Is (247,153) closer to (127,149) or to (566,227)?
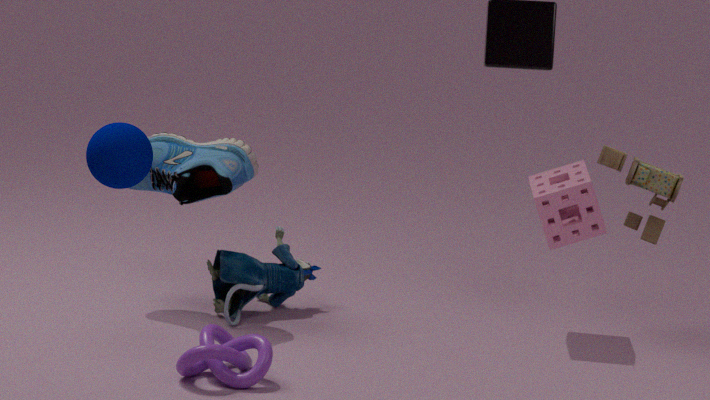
(127,149)
